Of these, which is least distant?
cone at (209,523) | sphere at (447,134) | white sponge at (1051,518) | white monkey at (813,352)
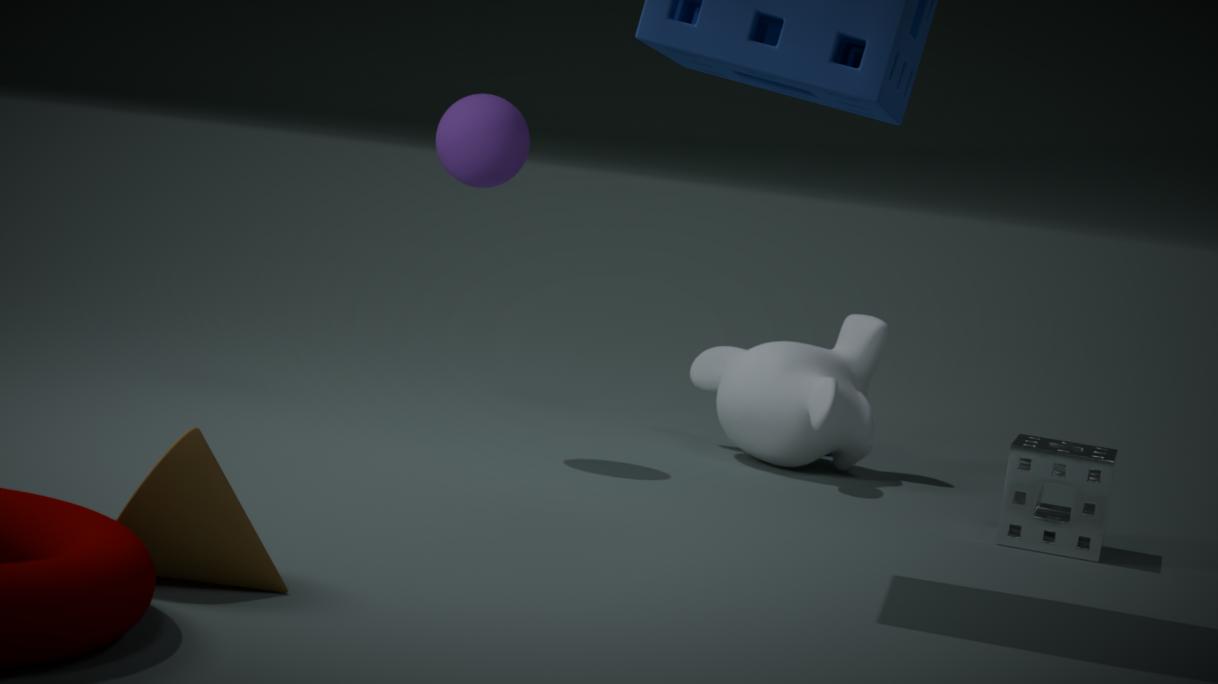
cone at (209,523)
